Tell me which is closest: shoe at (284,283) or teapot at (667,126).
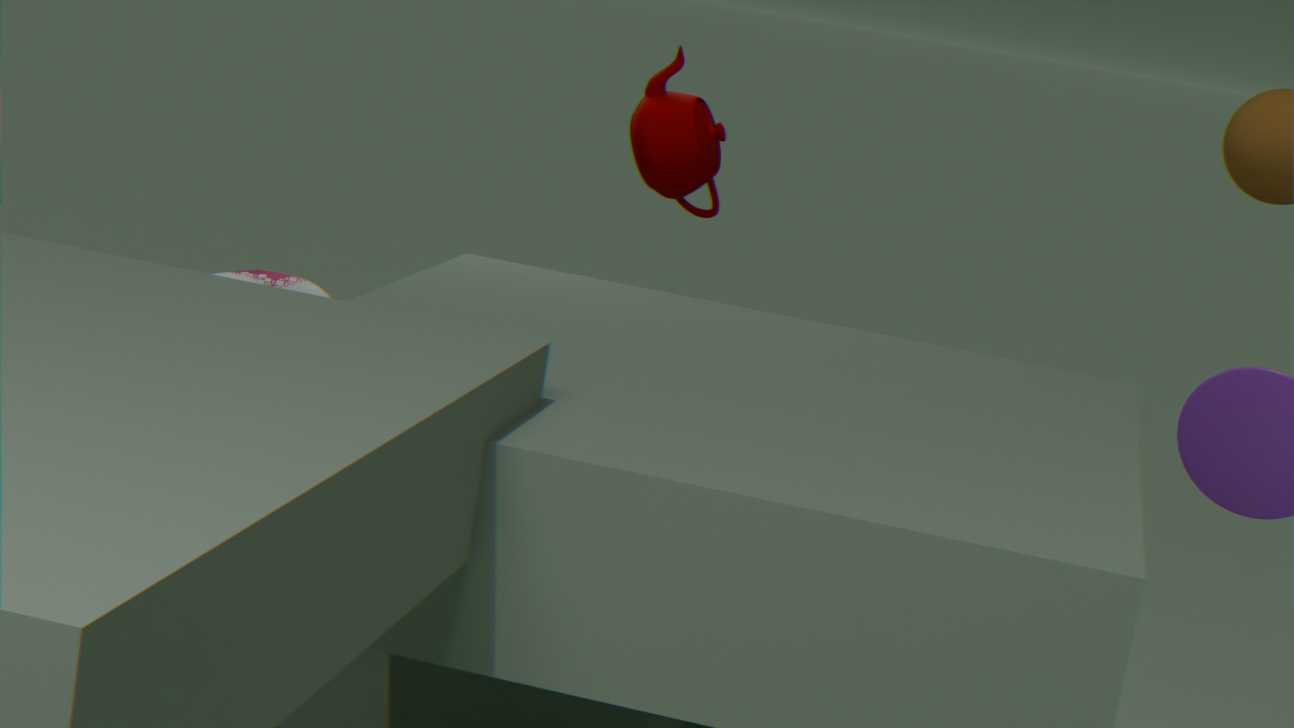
shoe at (284,283)
